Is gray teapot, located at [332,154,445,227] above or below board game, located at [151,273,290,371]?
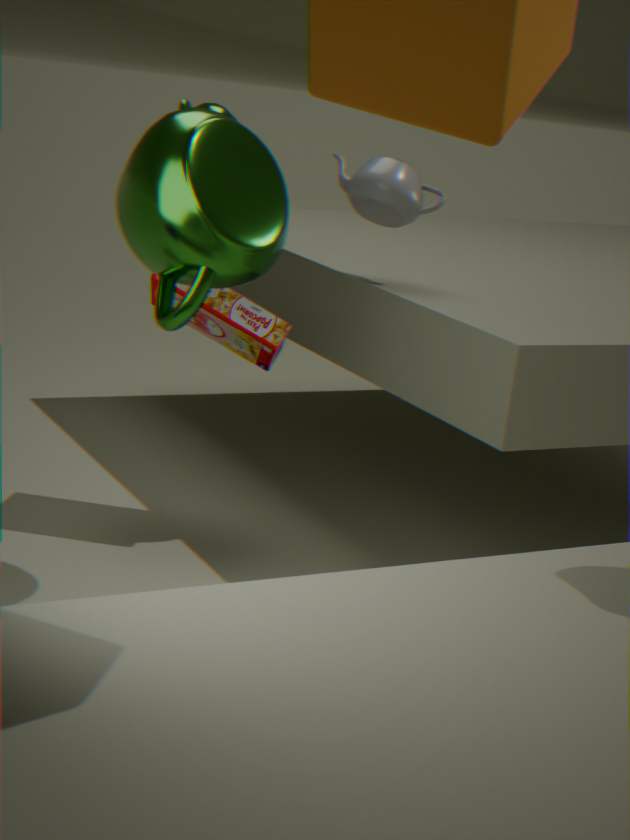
above
